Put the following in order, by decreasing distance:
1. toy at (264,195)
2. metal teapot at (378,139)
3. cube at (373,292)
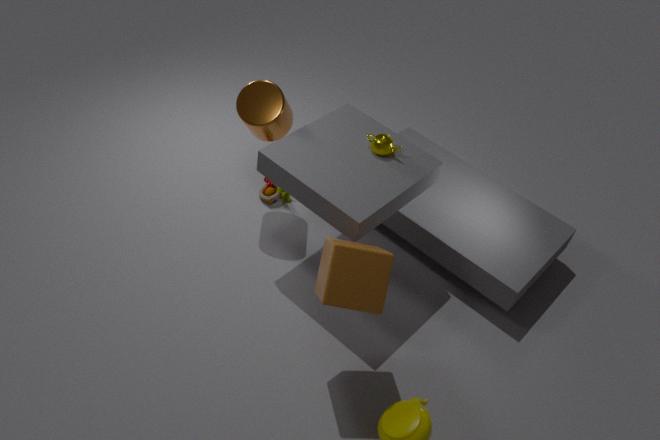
1. toy at (264,195)
2. metal teapot at (378,139)
3. cube at (373,292)
